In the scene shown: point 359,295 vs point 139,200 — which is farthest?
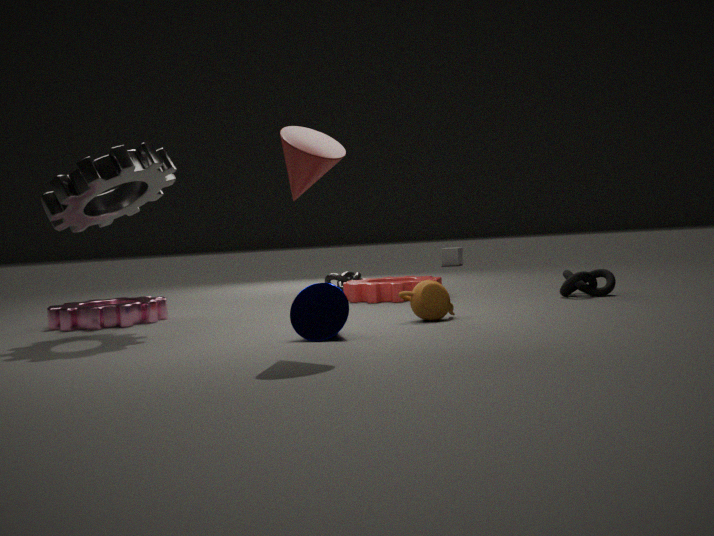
point 359,295
